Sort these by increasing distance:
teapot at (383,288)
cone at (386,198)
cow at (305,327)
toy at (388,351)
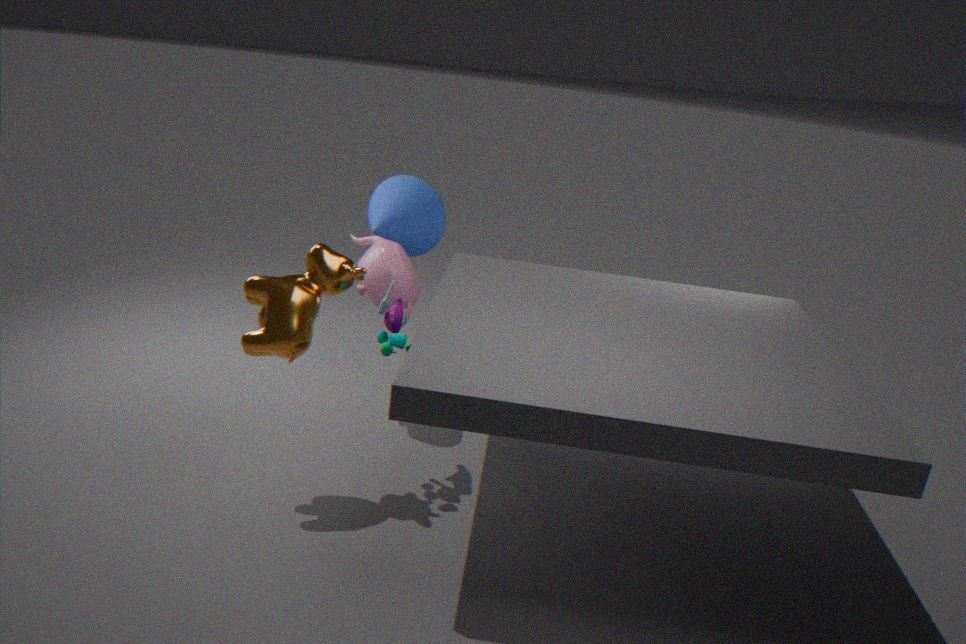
cow at (305,327) < toy at (388,351) < teapot at (383,288) < cone at (386,198)
